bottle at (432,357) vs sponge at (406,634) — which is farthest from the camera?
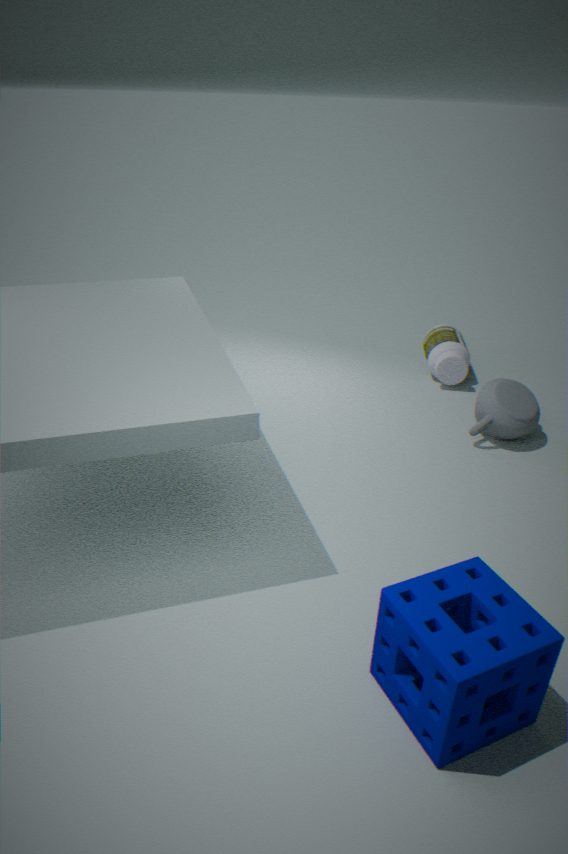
bottle at (432,357)
